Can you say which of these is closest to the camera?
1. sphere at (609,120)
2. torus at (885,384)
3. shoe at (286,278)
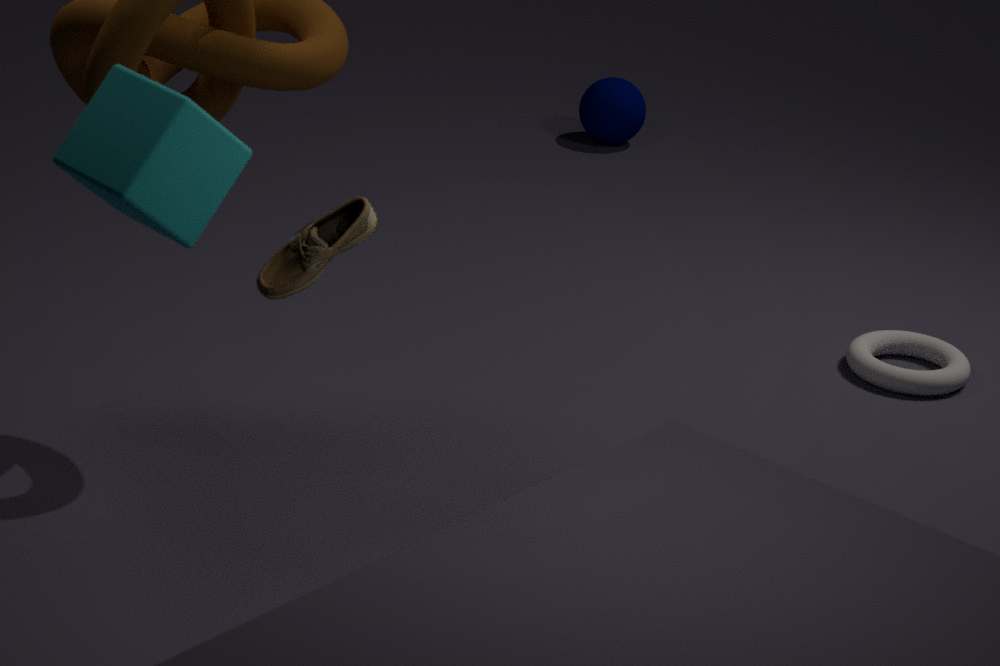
shoe at (286,278)
